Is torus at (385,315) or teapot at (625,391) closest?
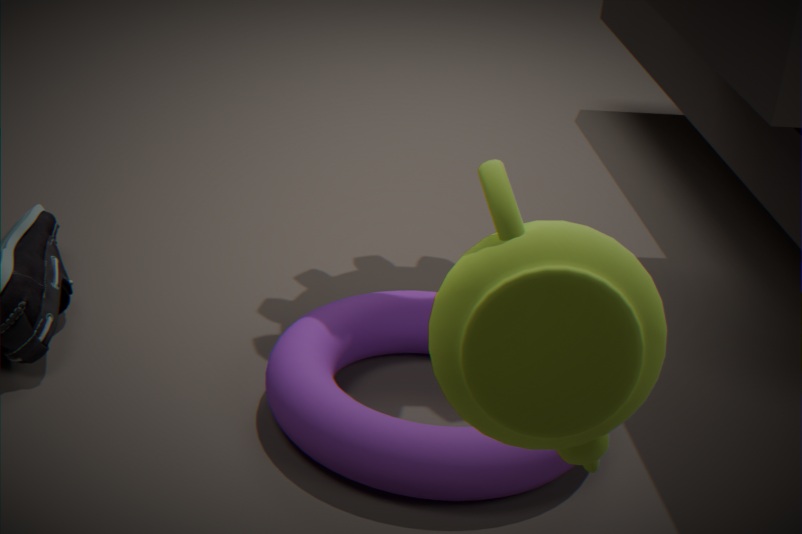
teapot at (625,391)
